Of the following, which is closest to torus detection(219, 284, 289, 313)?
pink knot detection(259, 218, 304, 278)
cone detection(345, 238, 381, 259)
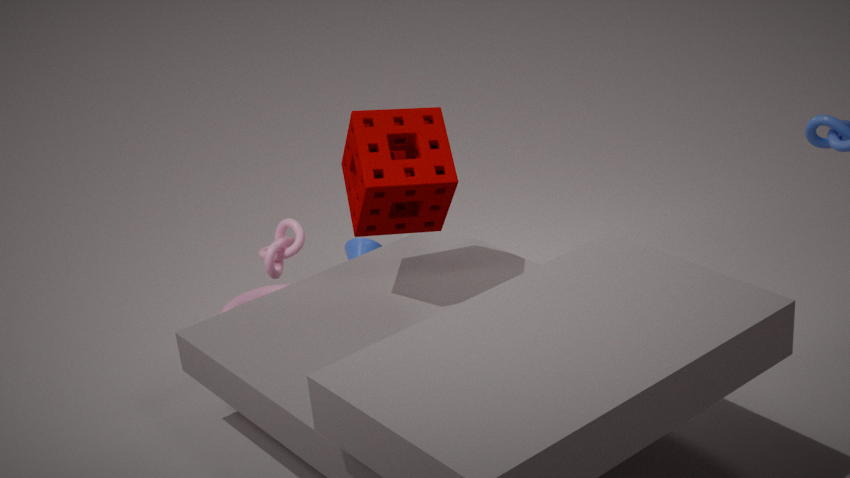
cone detection(345, 238, 381, 259)
